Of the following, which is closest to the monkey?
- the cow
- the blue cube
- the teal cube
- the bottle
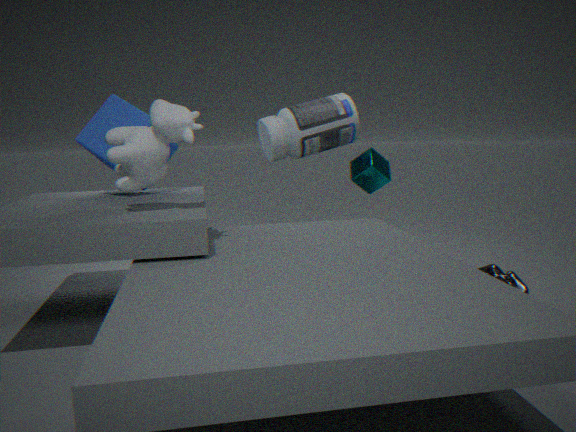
the teal cube
